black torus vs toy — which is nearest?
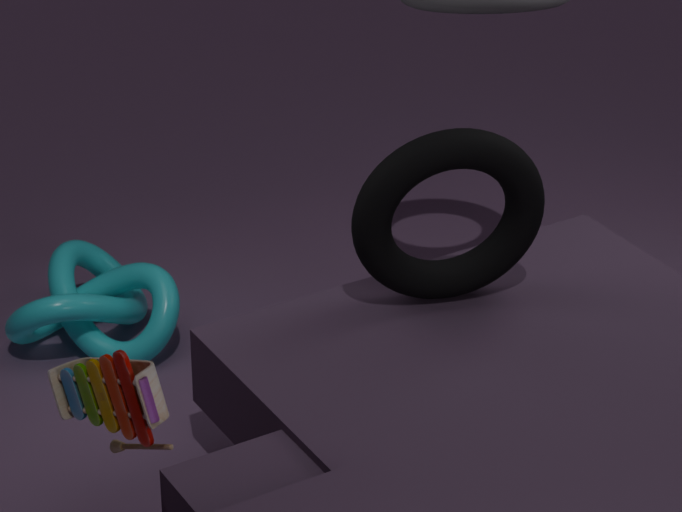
toy
